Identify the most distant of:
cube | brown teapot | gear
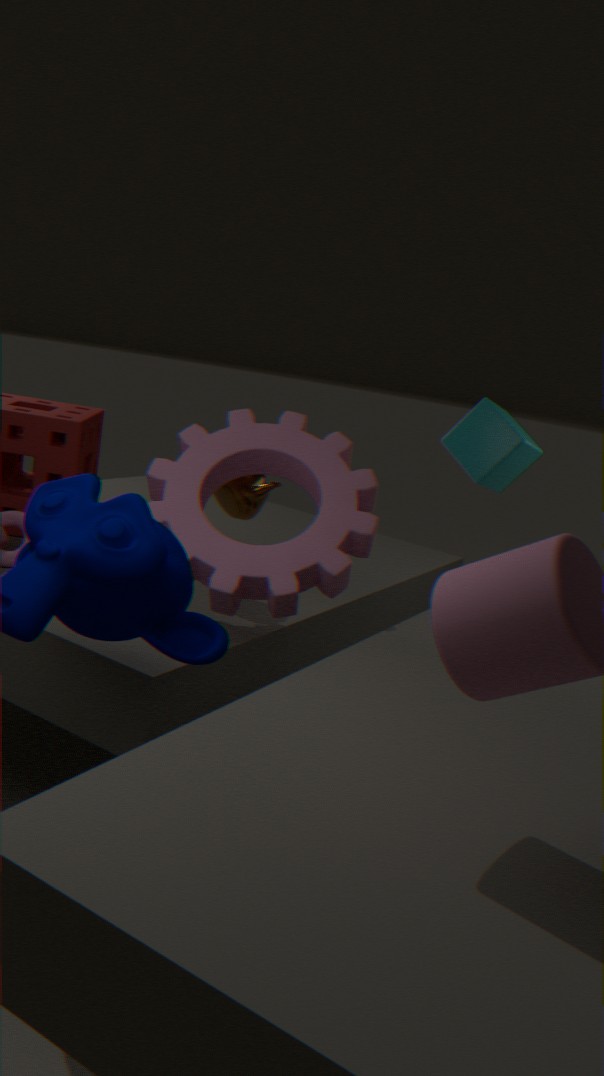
cube
